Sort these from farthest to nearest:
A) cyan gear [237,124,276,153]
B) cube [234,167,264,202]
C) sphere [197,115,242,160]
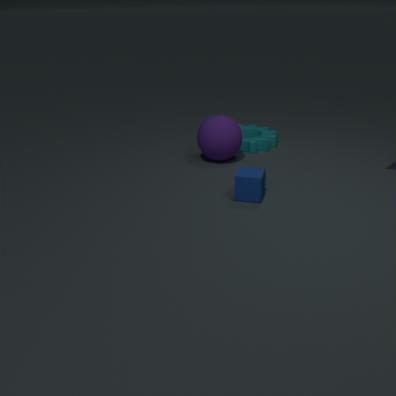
1. cyan gear [237,124,276,153]
2. sphere [197,115,242,160]
3. cube [234,167,264,202]
